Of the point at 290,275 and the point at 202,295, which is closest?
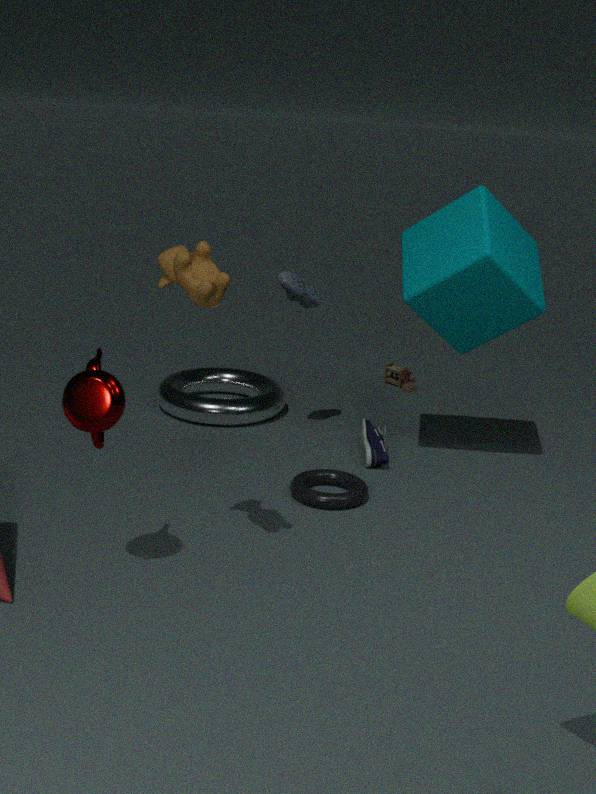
the point at 202,295
